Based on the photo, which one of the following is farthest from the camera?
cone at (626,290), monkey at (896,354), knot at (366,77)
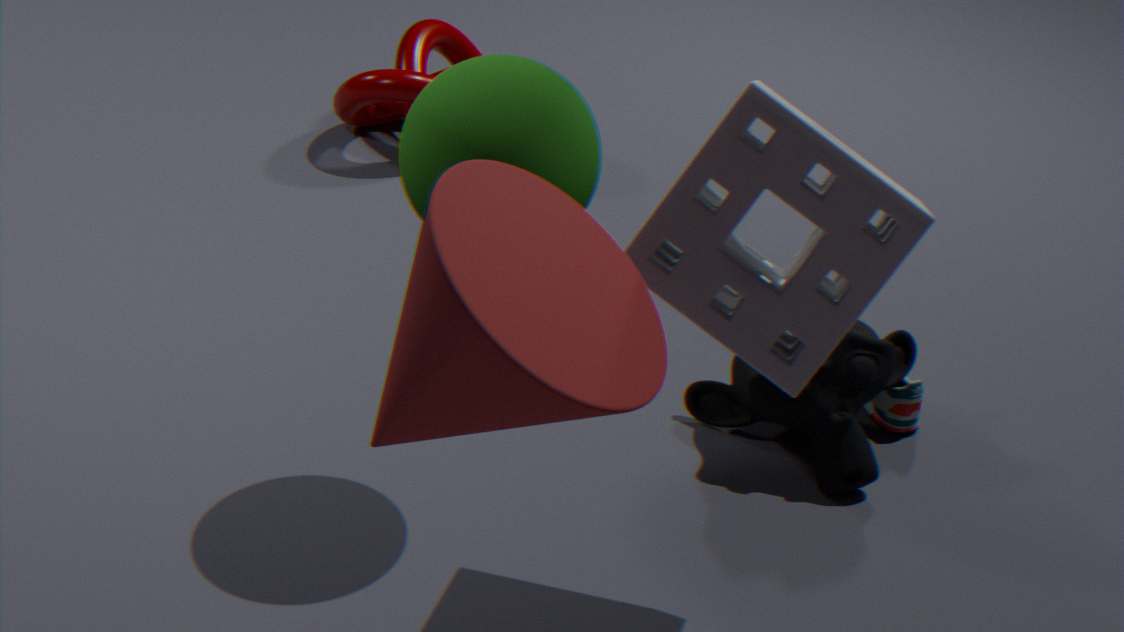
knot at (366,77)
